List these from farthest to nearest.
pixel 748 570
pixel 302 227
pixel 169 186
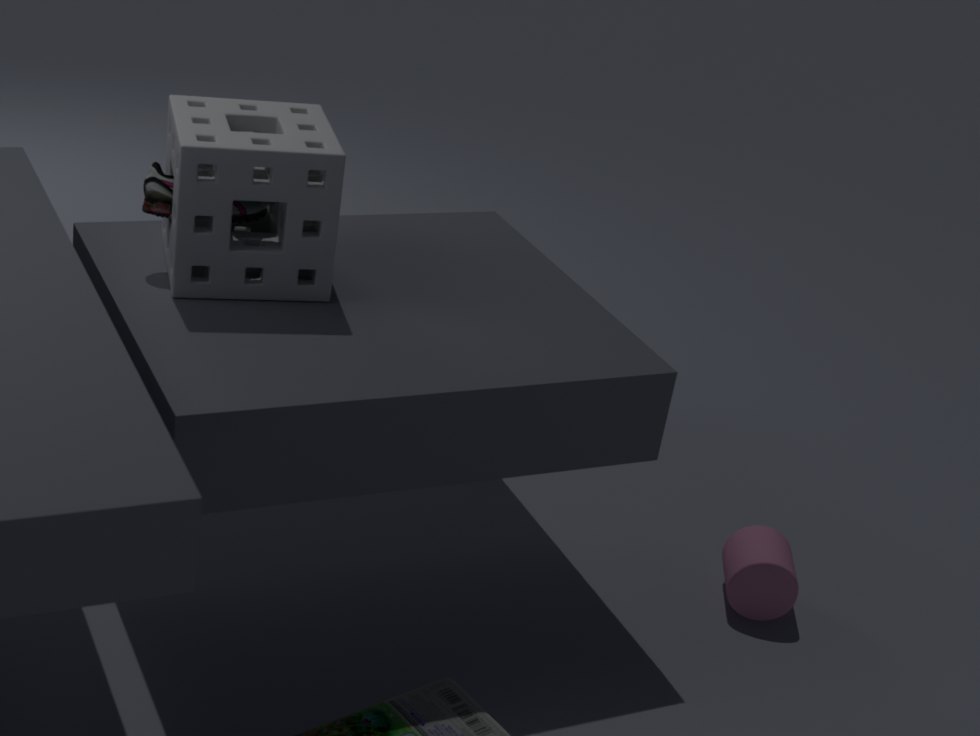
pixel 748 570 → pixel 169 186 → pixel 302 227
